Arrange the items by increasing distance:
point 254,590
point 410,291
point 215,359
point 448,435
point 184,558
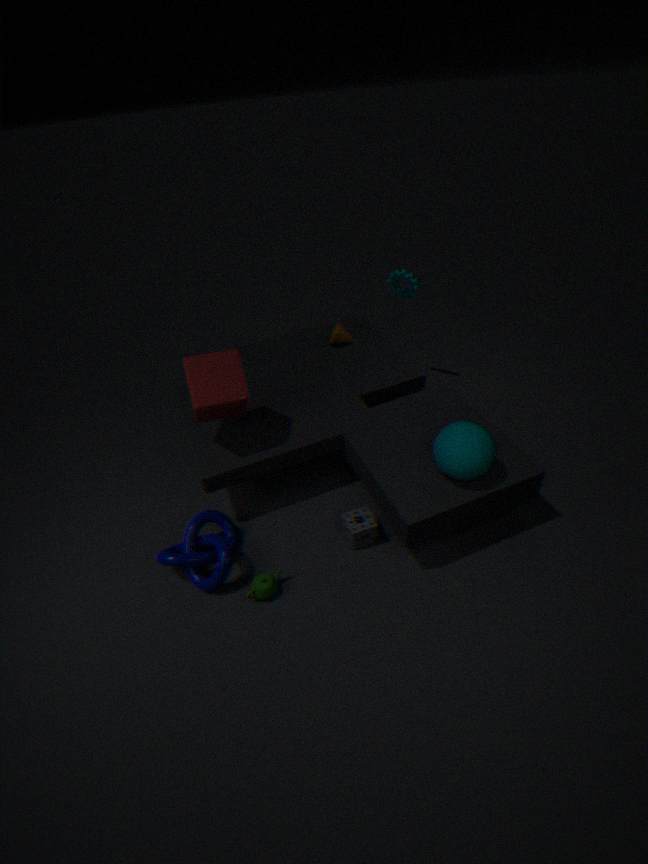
point 448,435
point 254,590
point 184,558
point 215,359
point 410,291
